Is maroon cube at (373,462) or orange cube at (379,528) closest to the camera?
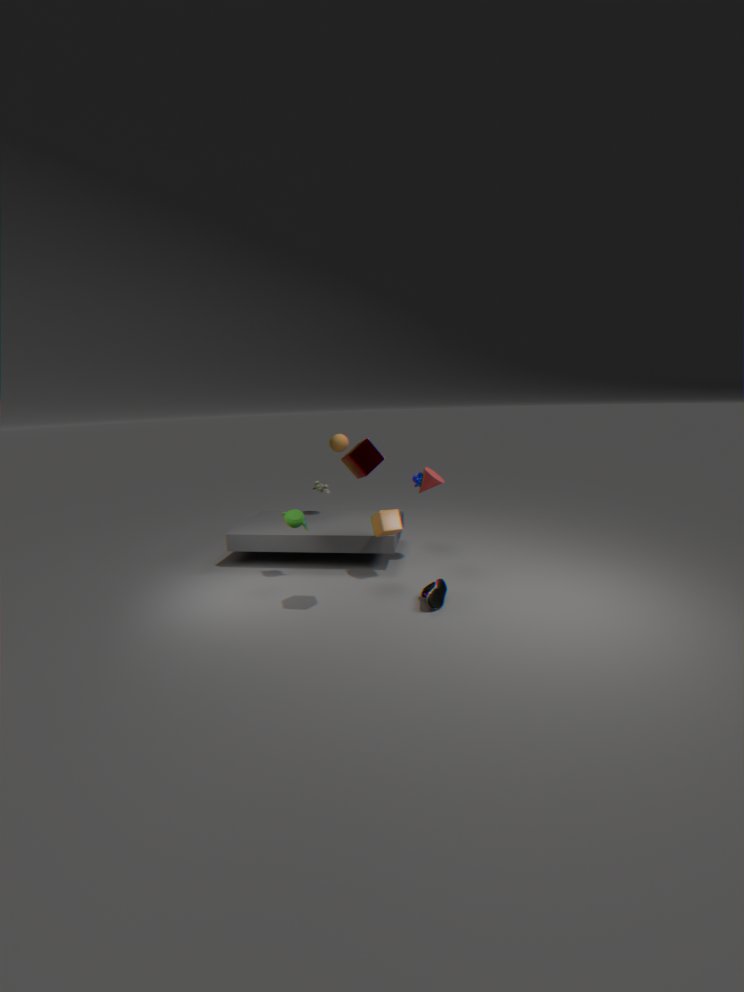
maroon cube at (373,462)
